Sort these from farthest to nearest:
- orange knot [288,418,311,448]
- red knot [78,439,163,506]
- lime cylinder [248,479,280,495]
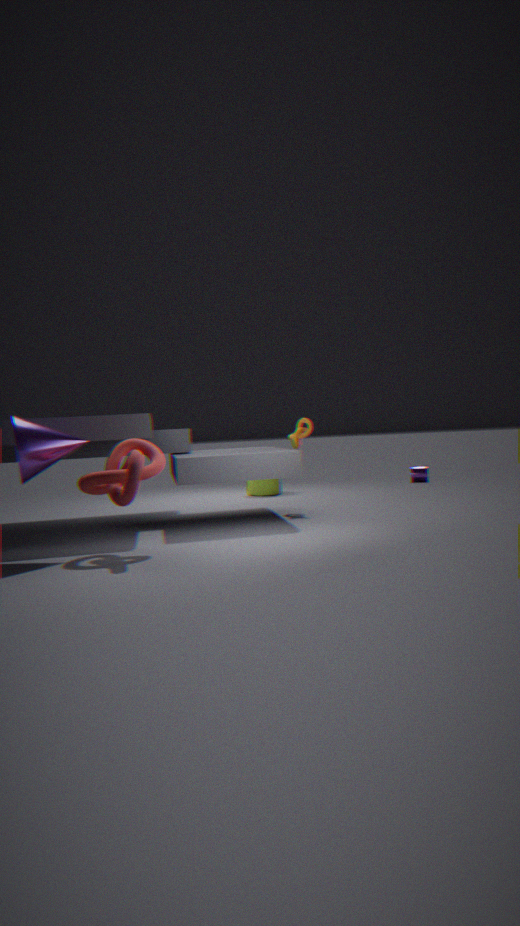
1. lime cylinder [248,479,280,495]
2. orange knot [288,418,311,448]
3. red knot [78,439,163,506]
